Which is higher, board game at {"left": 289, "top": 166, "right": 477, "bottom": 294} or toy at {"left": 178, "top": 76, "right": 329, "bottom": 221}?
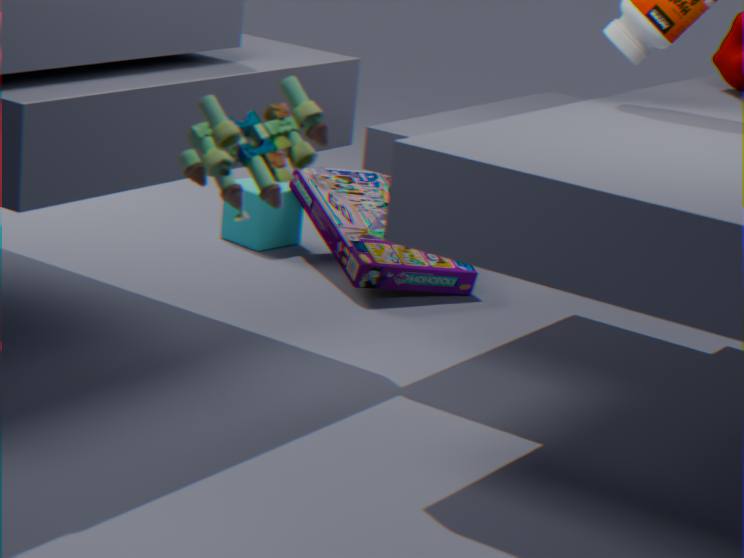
toy at {"left": 178, "top": 76, "right": 329, "bottom": 221}
